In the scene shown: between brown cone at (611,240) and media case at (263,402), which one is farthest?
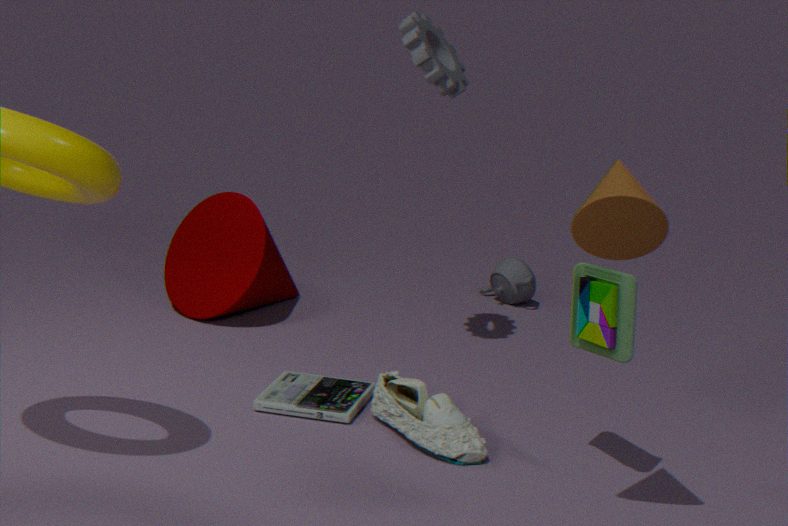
media case at (263,402)
